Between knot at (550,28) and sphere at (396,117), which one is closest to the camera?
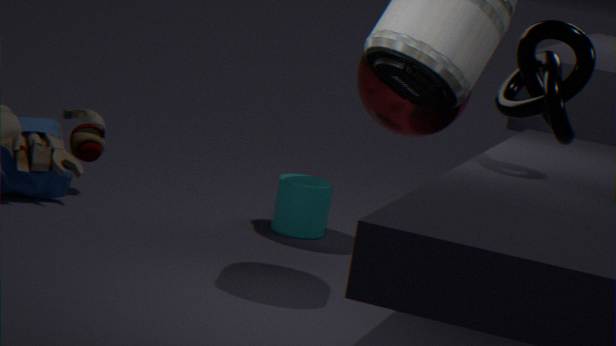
knot at (550,28)
